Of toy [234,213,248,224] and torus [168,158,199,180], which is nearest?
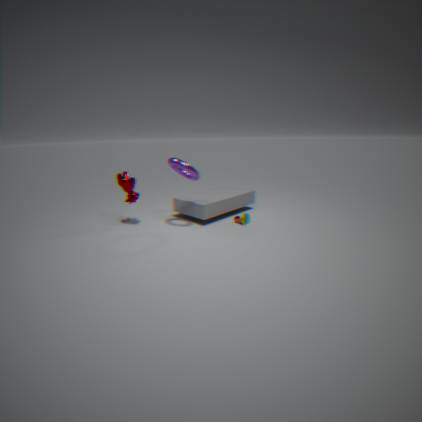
torus [168,158,199,180]
